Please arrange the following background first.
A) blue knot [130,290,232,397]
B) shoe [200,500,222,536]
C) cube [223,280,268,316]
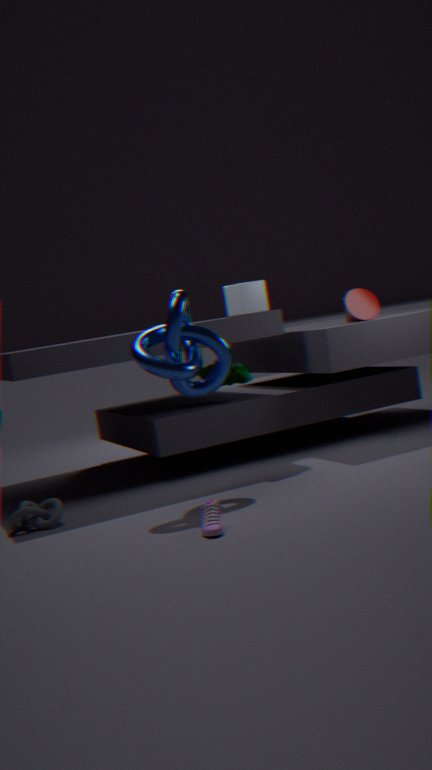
cube [223,280,268,316], blue knot [130,290,232,397], shoe [200,500,222,536]
